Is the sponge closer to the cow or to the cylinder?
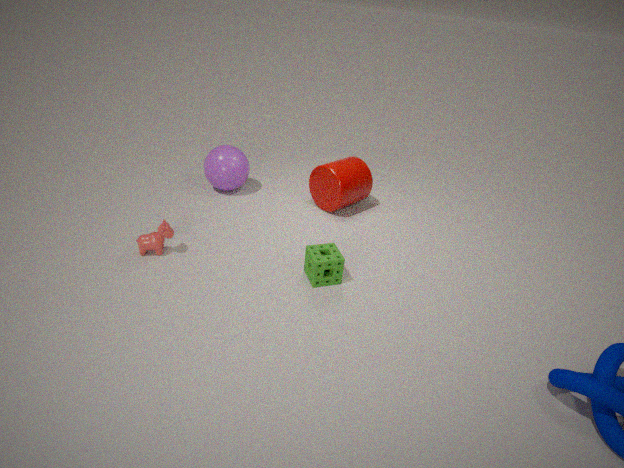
the cylinder
